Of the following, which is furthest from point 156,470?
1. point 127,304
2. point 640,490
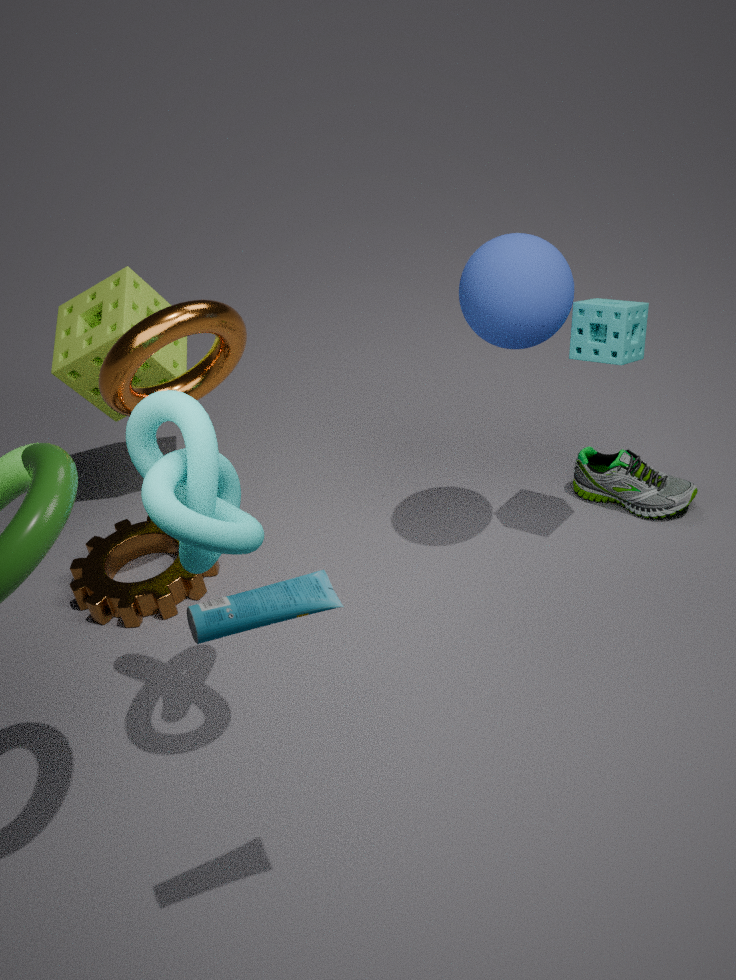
point 640,490
